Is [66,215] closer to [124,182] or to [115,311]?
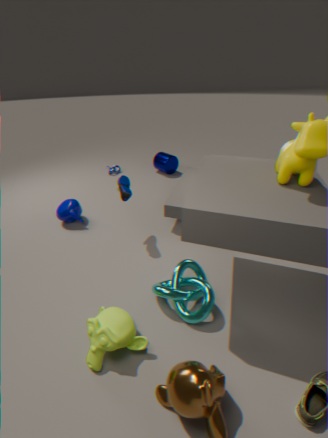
[124,182]
